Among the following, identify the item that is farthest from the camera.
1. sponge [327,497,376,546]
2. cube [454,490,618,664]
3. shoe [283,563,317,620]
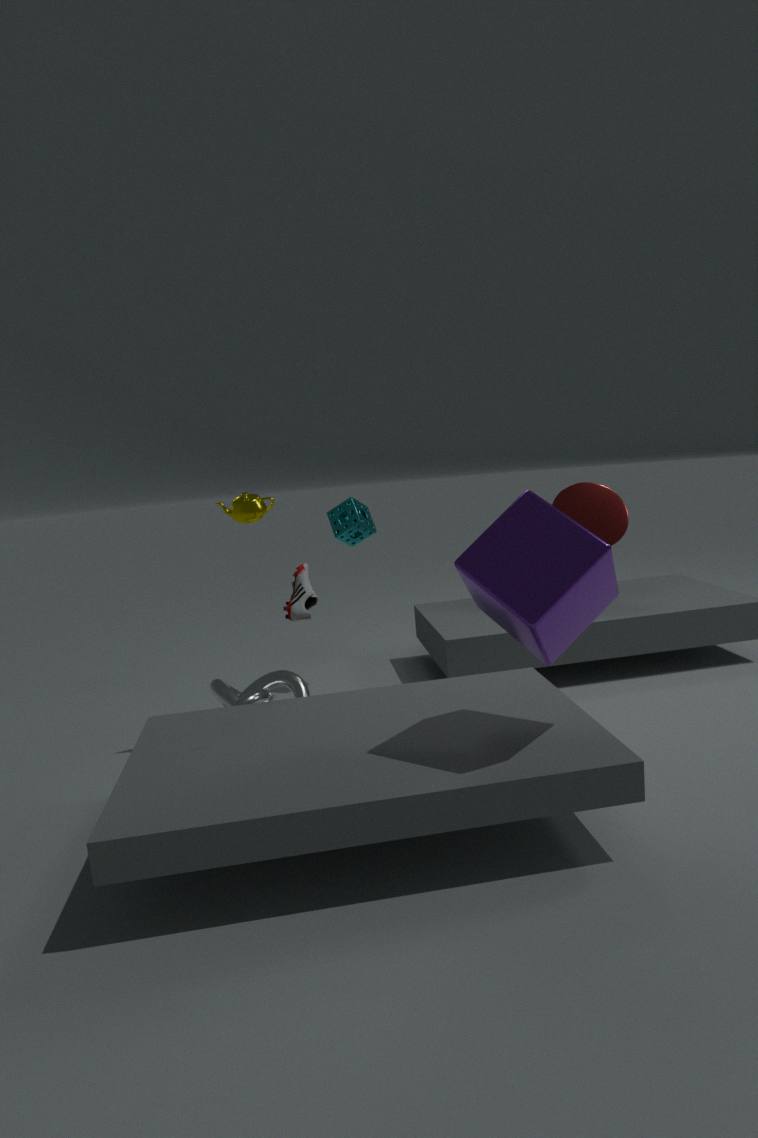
sponge [327,497,376,546]
